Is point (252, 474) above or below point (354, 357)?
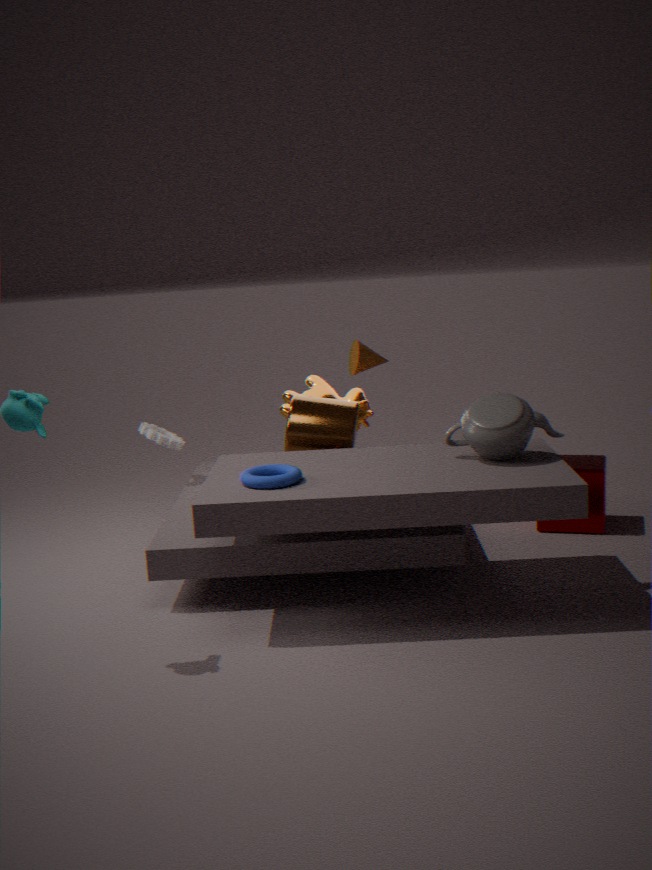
below
